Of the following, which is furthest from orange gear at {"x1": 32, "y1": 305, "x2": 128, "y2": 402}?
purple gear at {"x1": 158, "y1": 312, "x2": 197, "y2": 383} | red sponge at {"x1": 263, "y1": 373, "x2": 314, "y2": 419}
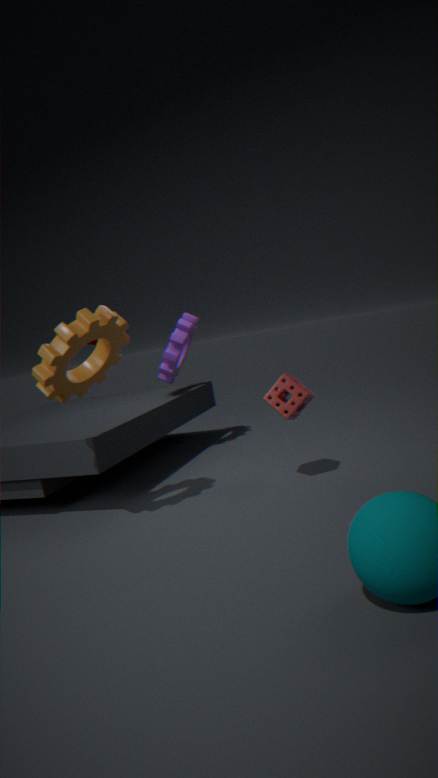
purple gear at {"x1": 158, "y1": 312, "x2": 197, "y2": 383}
